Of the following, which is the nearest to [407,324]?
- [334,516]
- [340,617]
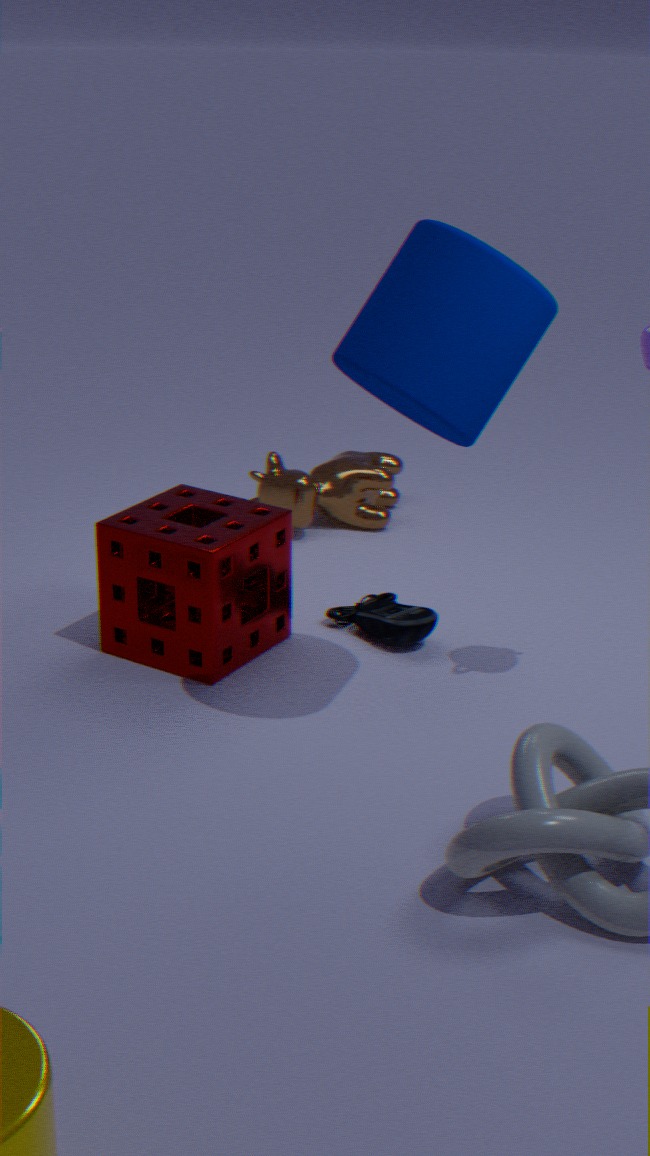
[340,617]
